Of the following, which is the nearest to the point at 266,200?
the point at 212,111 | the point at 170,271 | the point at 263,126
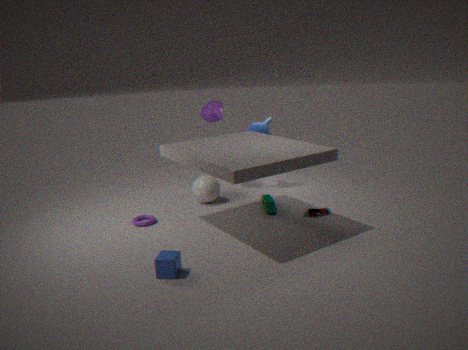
the point at 263,126
